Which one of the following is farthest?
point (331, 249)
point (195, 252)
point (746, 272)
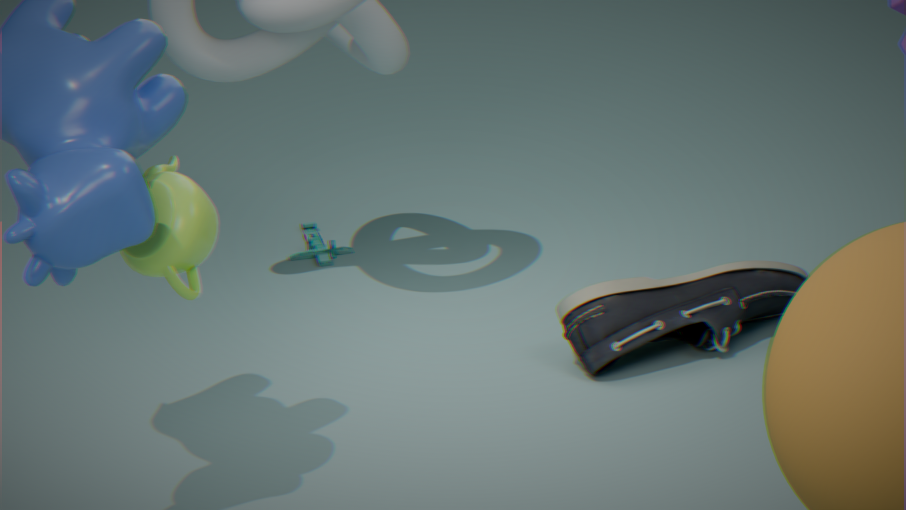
point (331, 249)
